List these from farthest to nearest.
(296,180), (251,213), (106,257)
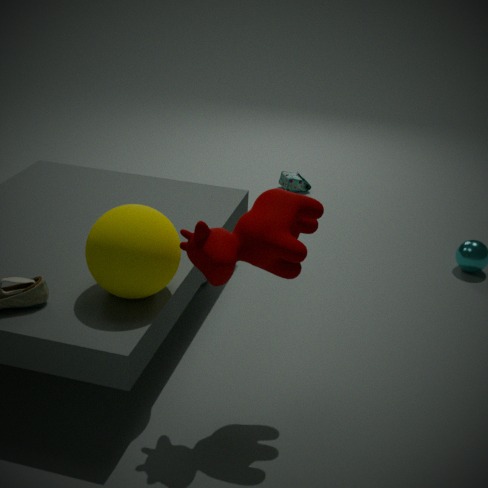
(296,180) → (106,257) → (251,213)
